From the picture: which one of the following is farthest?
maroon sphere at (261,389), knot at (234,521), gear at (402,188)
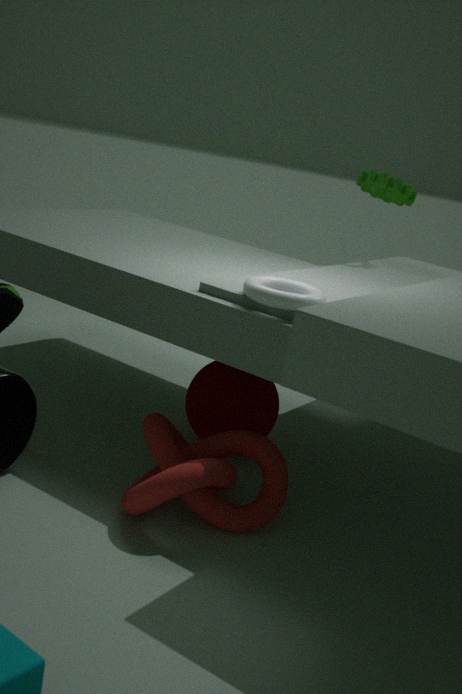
gear at (402,188)
